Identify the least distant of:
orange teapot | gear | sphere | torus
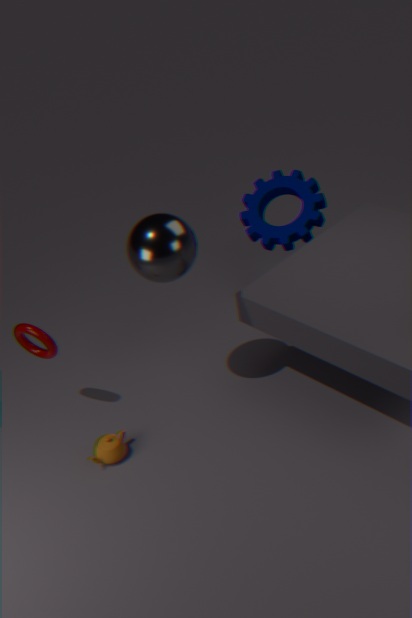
sphere
